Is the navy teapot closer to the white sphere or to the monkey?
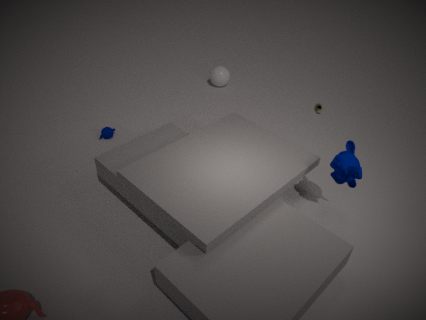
the white sphere
